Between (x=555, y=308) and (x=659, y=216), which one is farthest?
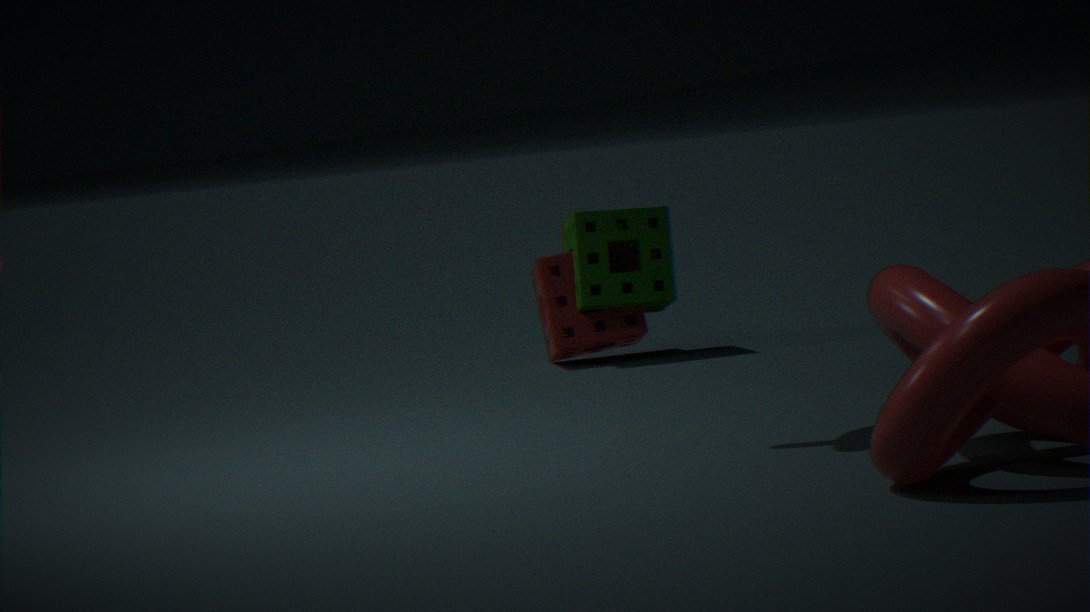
(x=555, y=308)
